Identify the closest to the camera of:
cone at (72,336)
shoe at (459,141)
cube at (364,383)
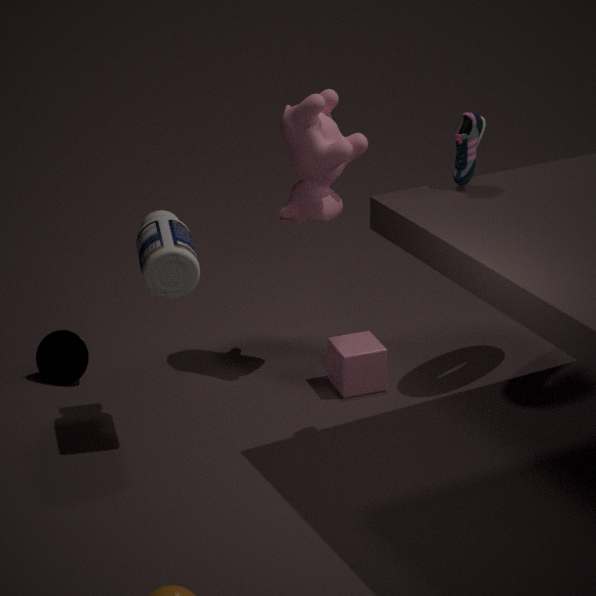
shoe at (459,141)
